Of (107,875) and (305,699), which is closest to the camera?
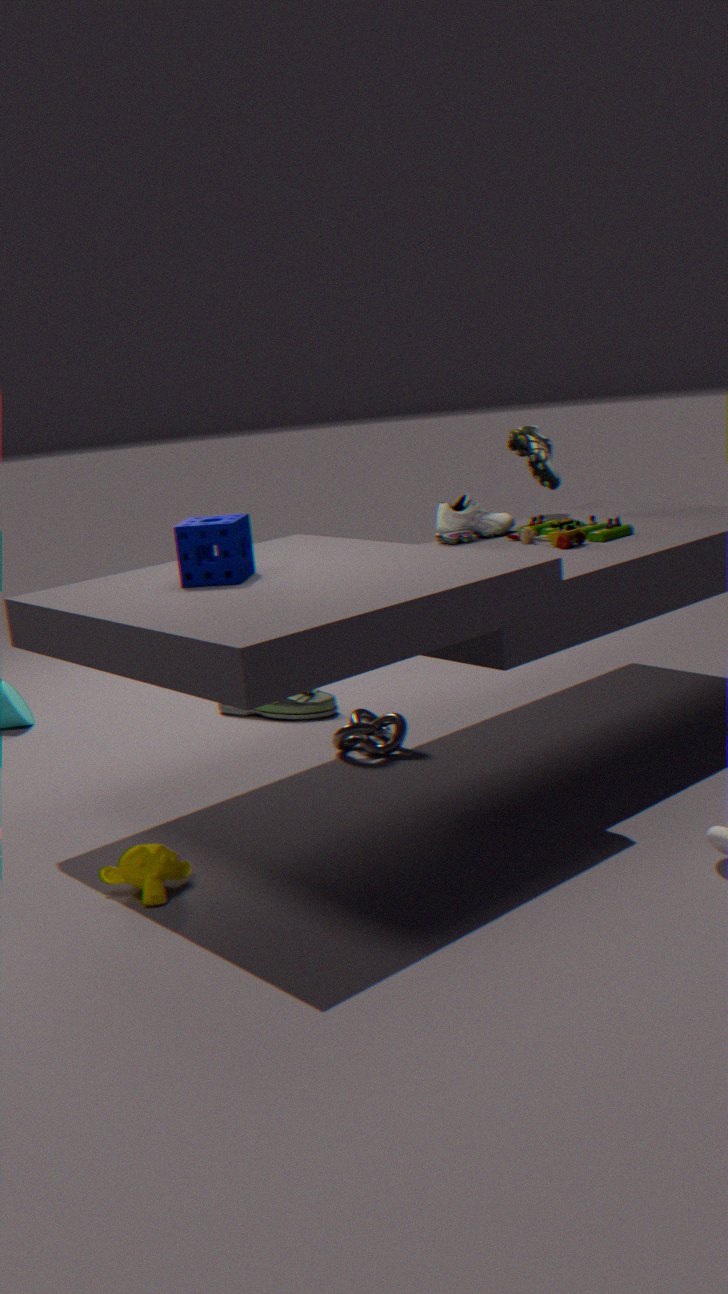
(107,875)
